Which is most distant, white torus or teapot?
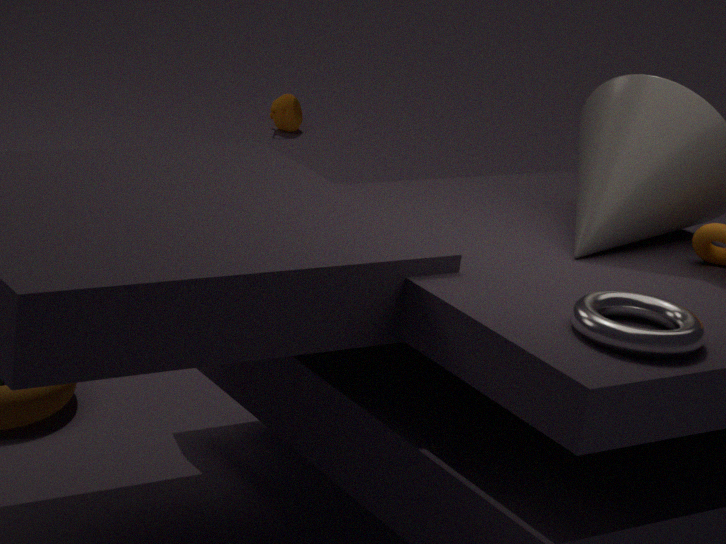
teapot
